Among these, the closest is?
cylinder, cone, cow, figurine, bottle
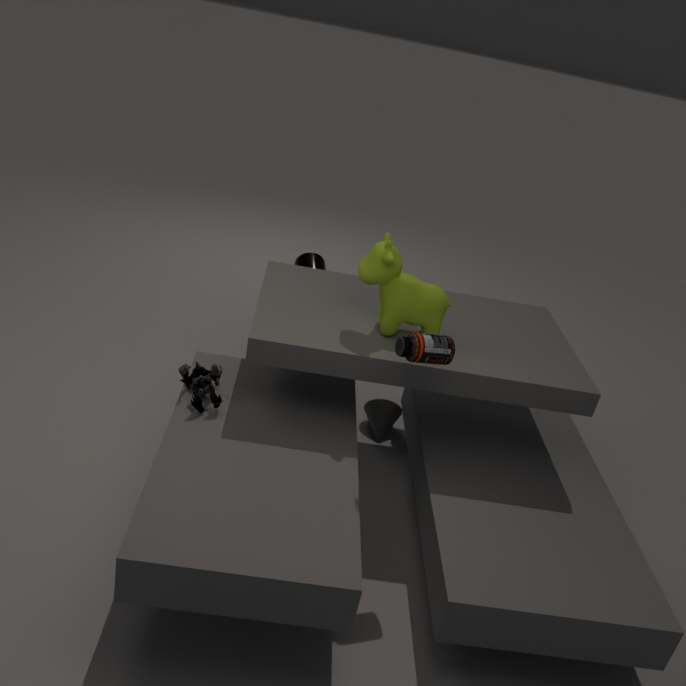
bottle
